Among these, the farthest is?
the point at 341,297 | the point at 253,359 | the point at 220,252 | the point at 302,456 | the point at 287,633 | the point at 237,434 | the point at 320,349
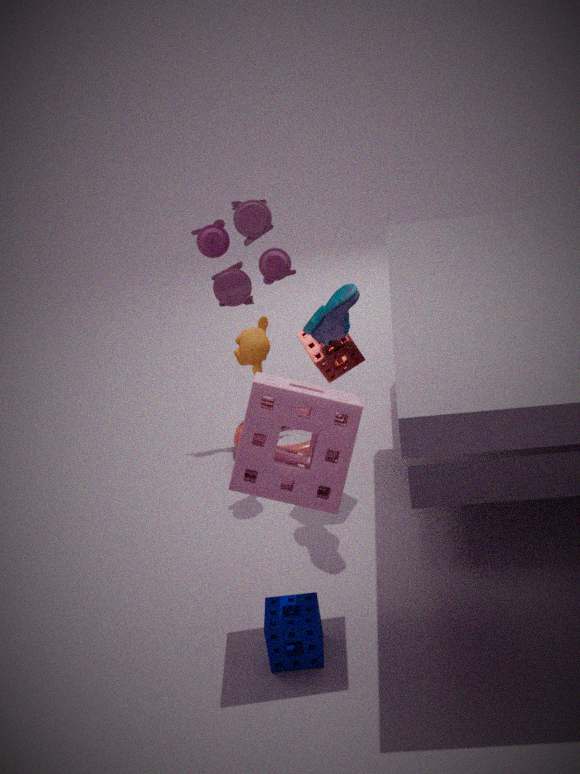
the point at 220,252
